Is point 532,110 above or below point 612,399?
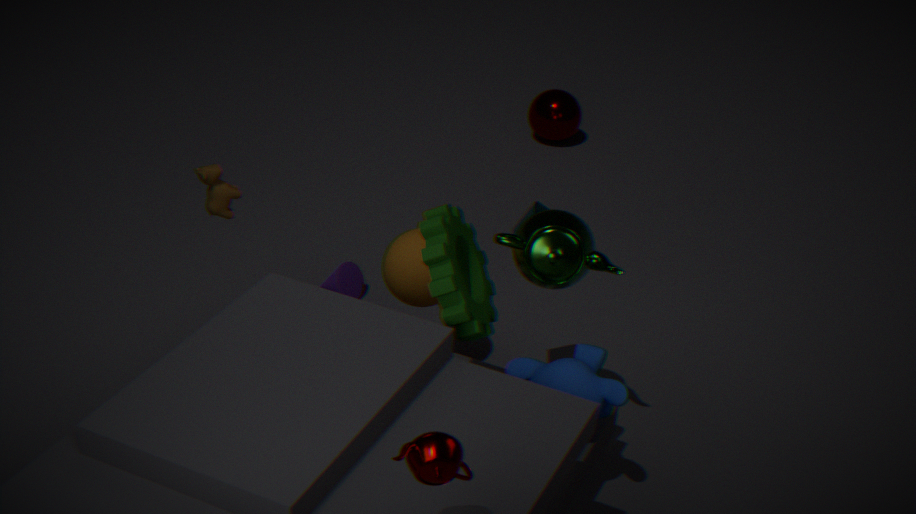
below
